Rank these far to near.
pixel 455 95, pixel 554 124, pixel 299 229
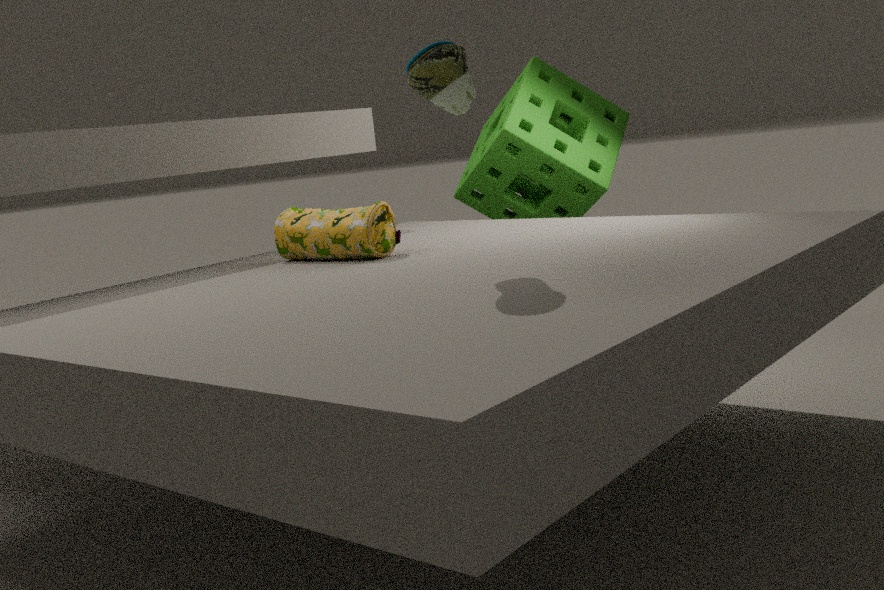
pixel 554 124
pixel 299 229
pixel 455 95
